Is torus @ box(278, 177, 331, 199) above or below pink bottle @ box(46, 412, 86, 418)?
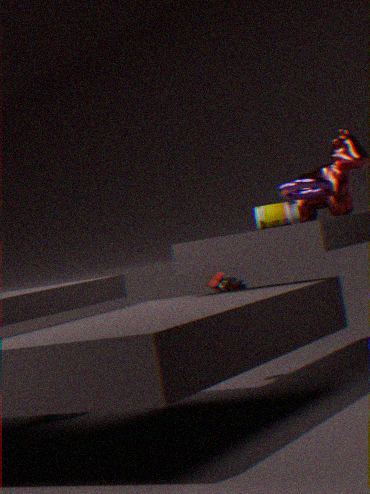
above
